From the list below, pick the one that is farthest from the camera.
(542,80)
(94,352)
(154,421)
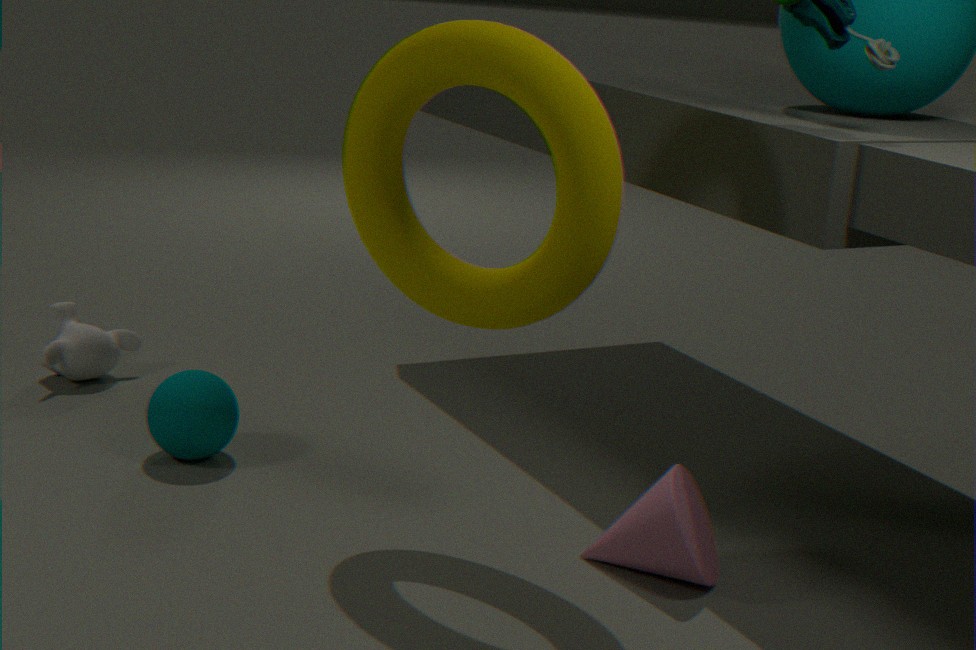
(94,352)
